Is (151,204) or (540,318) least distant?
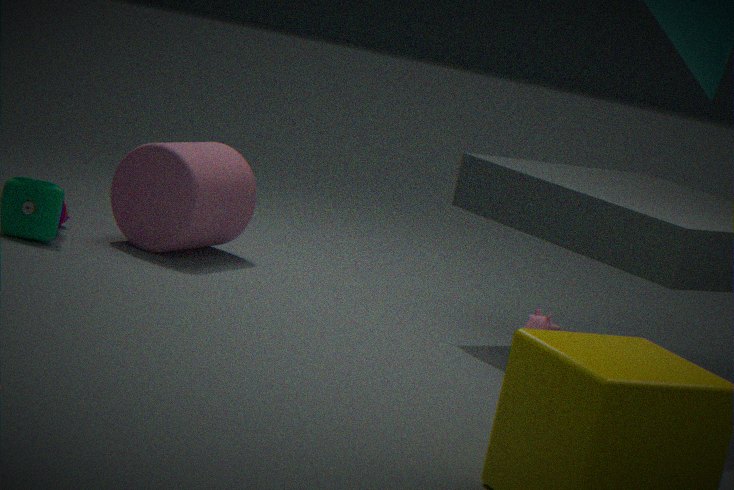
(540,318)
